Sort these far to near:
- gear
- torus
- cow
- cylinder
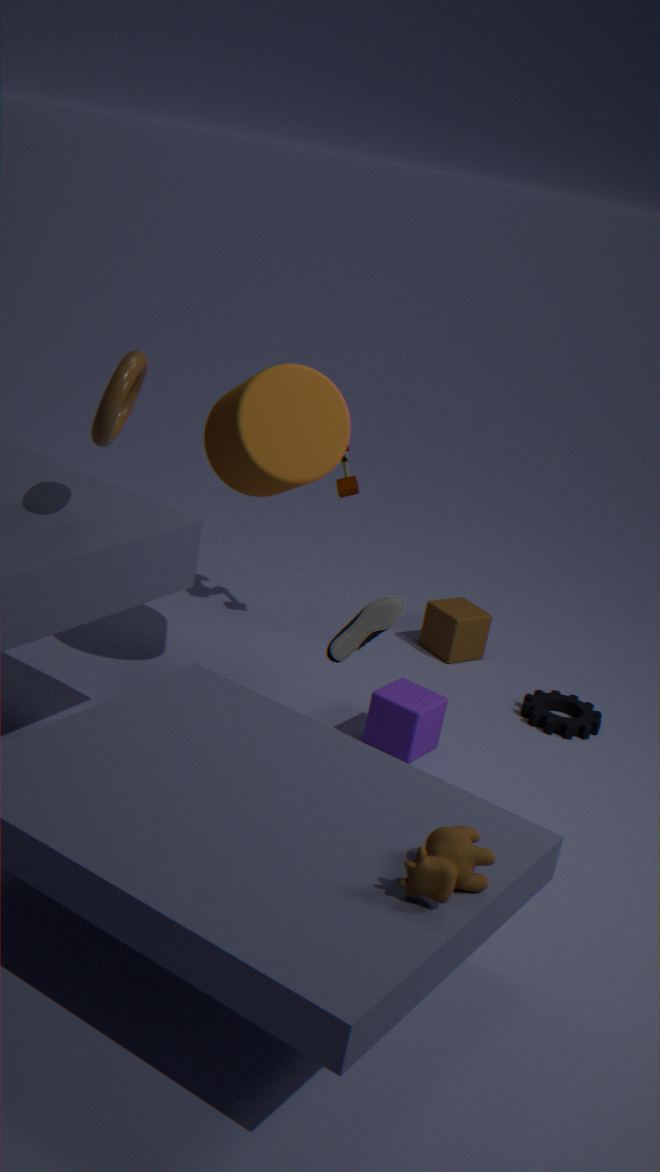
gear → cylinder → torus → cow
